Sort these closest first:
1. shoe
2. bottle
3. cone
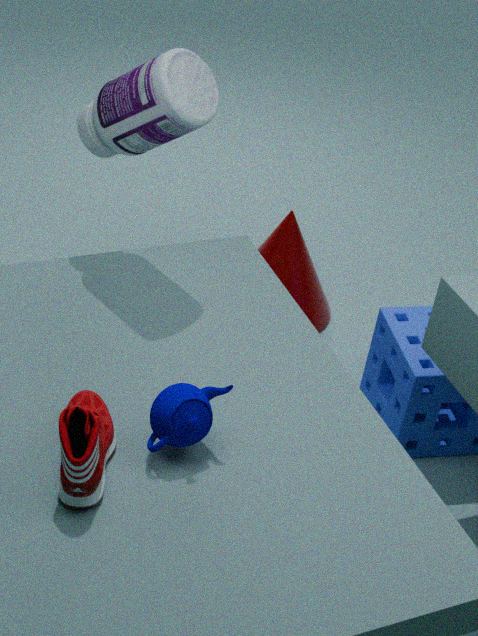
shoe → bottle → cone
